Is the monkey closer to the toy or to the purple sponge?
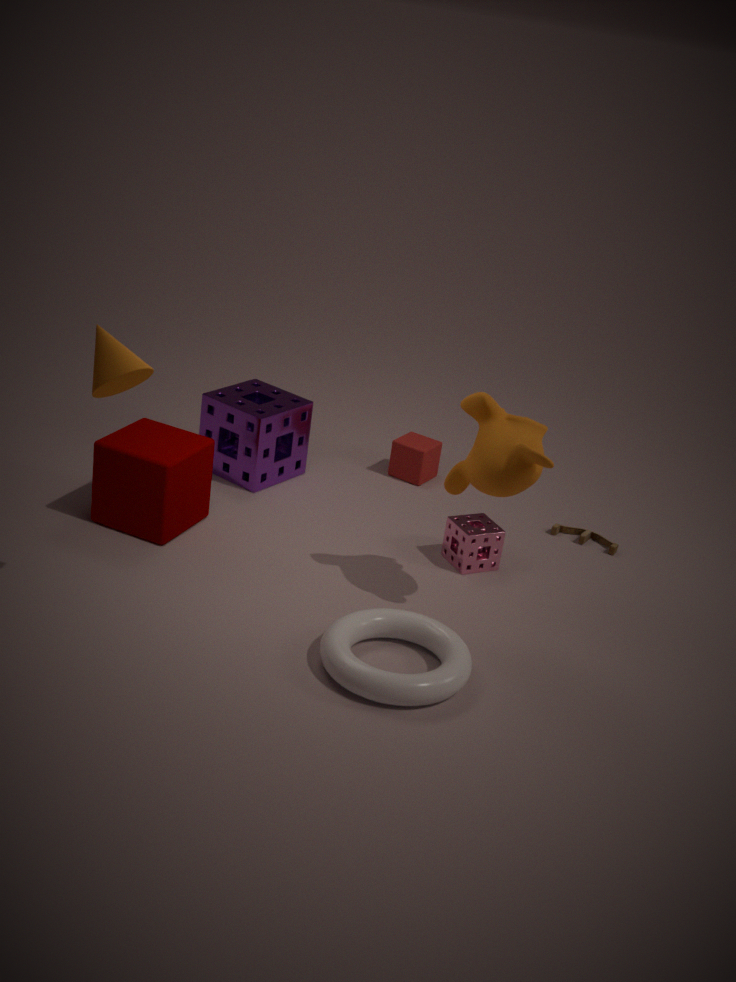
the toy
